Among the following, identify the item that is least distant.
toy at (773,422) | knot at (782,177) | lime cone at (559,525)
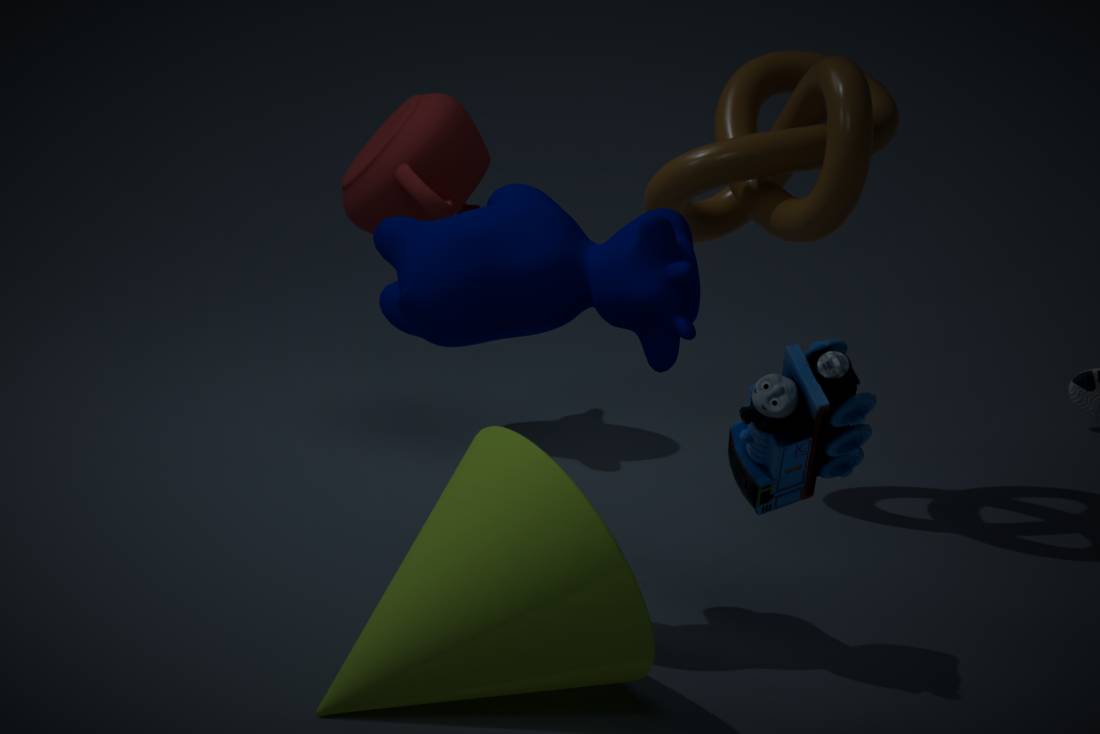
toy at (773,422)
